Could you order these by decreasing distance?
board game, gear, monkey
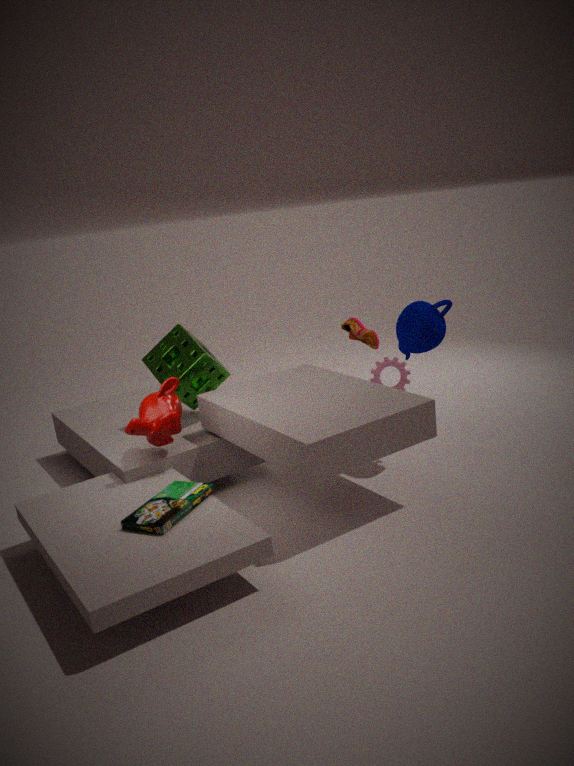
gear, monkey, board game
